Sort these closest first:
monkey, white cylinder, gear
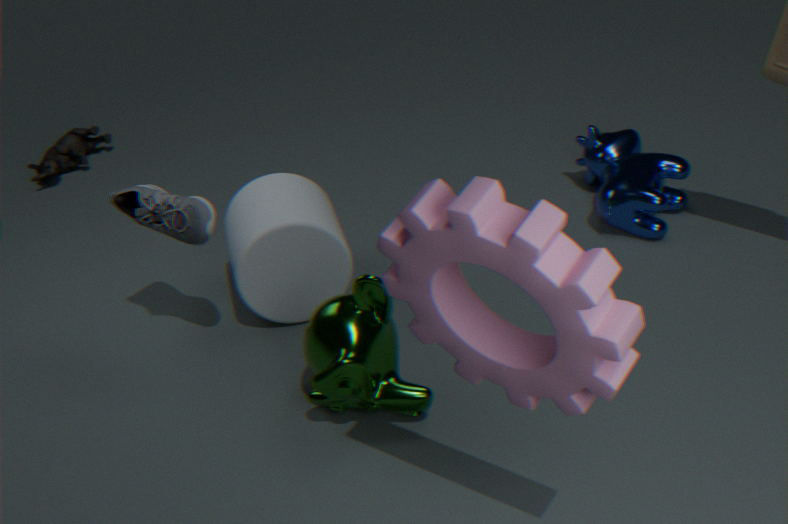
gear → monkey → white cylinder
